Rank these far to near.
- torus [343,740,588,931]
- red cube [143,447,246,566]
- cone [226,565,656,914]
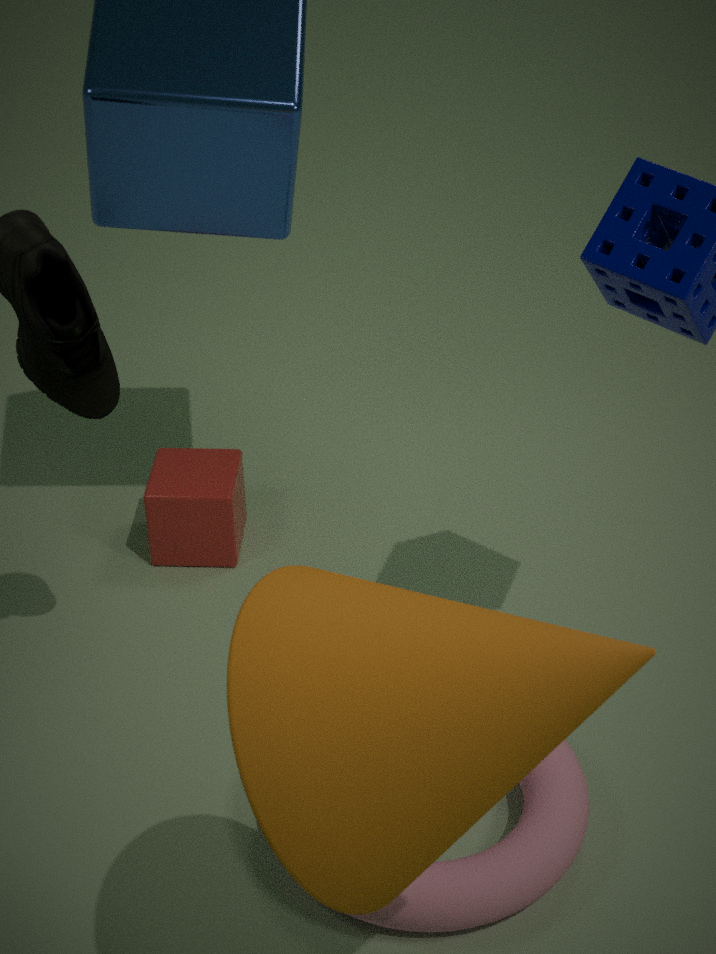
red cube [143,447,246,566] < torus [343,740,588,931] < cone [226,565,656,914]
